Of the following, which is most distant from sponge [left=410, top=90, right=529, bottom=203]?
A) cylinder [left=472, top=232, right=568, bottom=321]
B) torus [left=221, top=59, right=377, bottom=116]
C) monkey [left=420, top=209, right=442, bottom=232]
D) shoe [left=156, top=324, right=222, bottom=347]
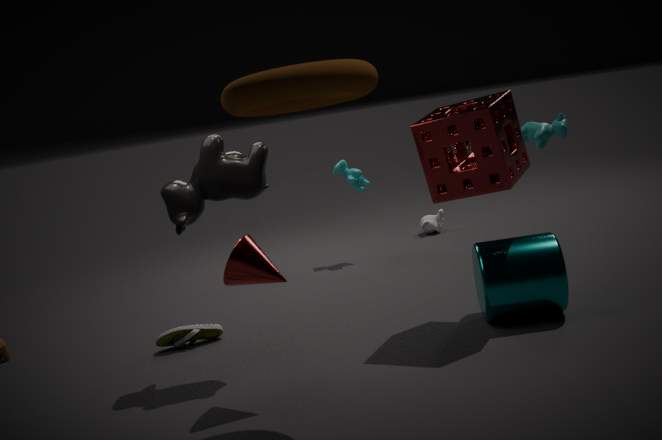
monkey [left=420, top=209, right=442, bottom=232]
